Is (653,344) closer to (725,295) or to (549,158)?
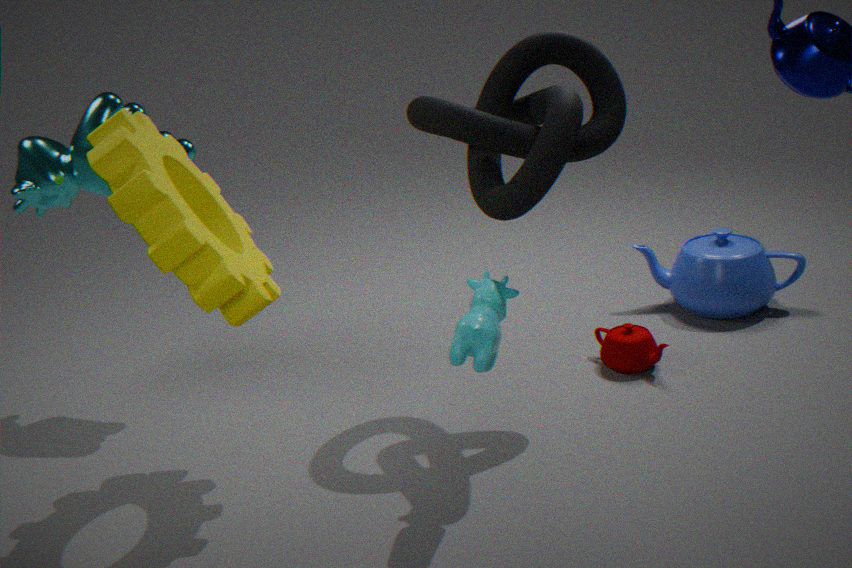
(725,295)
